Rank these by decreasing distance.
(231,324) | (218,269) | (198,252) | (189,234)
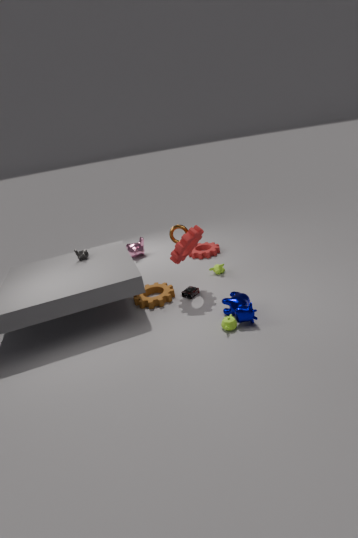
(198,252) → (218,269) → (189,234) → (231,324)
